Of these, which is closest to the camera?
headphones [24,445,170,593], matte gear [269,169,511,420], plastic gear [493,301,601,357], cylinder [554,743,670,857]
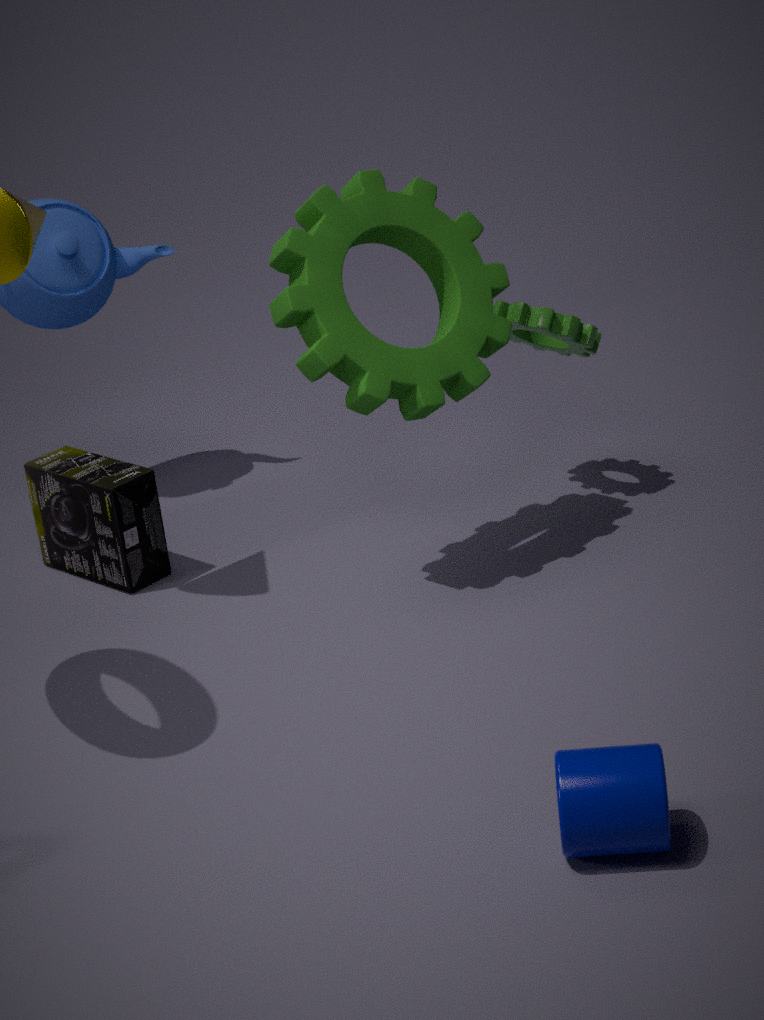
cylinder [554,743,670,857]
